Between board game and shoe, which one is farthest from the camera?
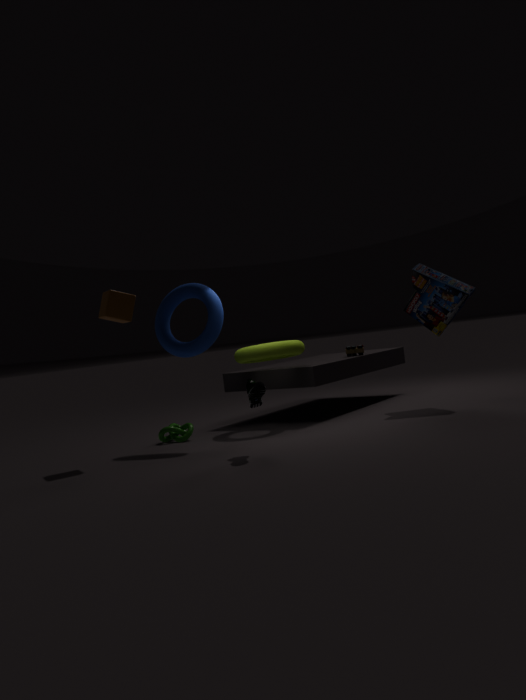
board game
